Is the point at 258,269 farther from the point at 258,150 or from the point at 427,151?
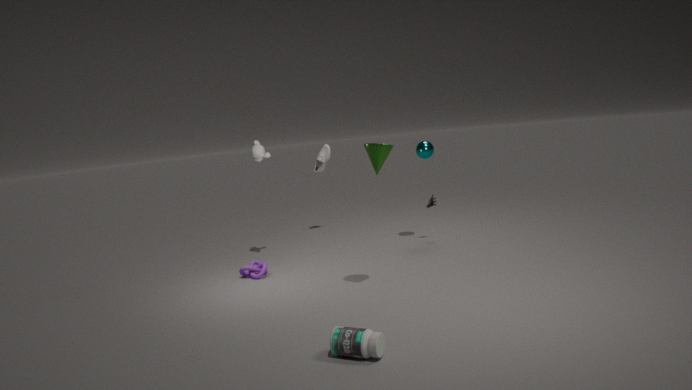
the point at 427,151
